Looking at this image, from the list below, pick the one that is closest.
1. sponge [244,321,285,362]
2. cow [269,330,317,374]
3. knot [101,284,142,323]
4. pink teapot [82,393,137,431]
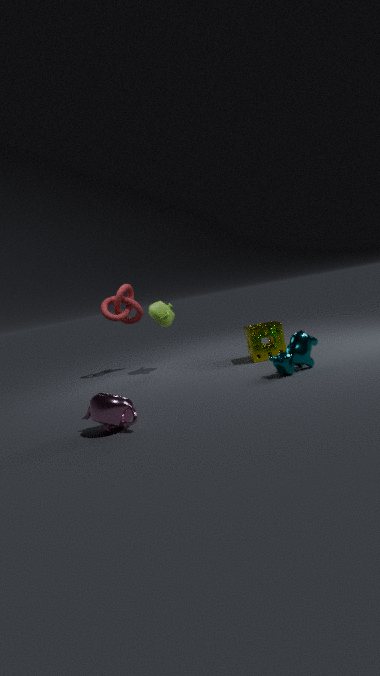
pink teapot [82,393,137,431]
